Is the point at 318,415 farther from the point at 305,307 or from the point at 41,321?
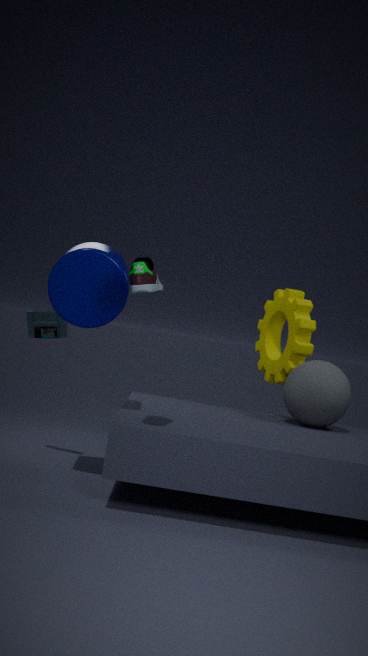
the point at 41,321
